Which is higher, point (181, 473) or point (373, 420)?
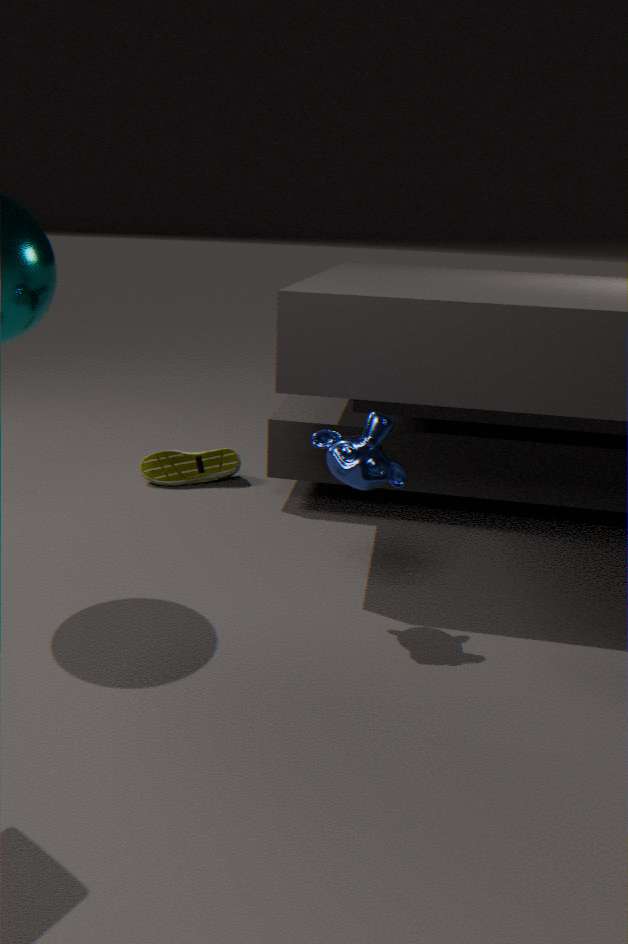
point (373, 420)
